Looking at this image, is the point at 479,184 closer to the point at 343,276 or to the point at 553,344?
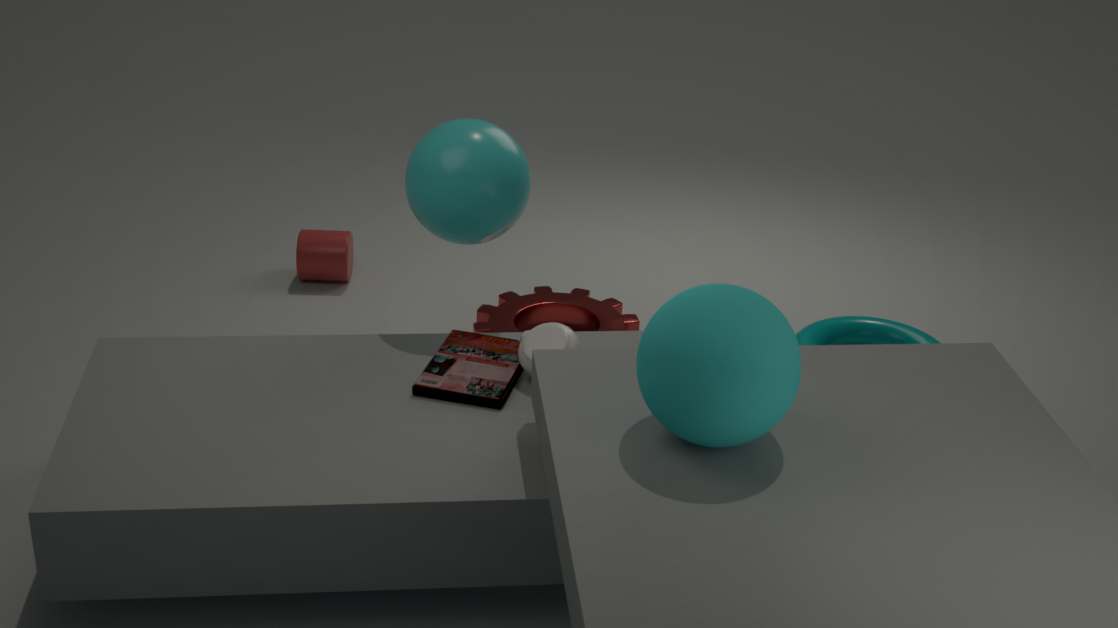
the point at 553,344
